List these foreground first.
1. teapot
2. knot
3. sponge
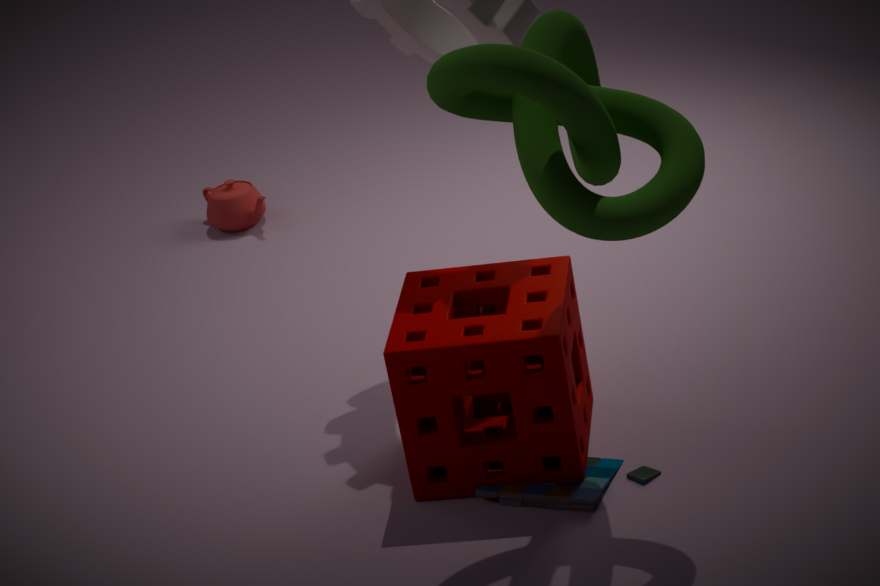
1. knot
2. sponge
3. teapot
